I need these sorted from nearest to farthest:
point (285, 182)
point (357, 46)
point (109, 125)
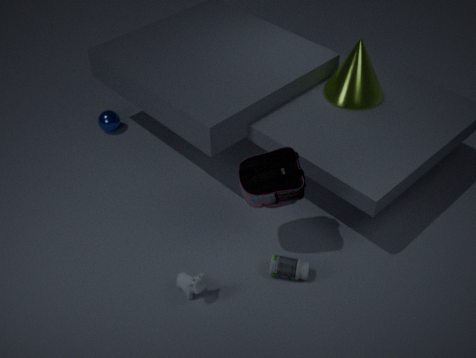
point (285, 182)
point (357, 46)
point (109, 125)
